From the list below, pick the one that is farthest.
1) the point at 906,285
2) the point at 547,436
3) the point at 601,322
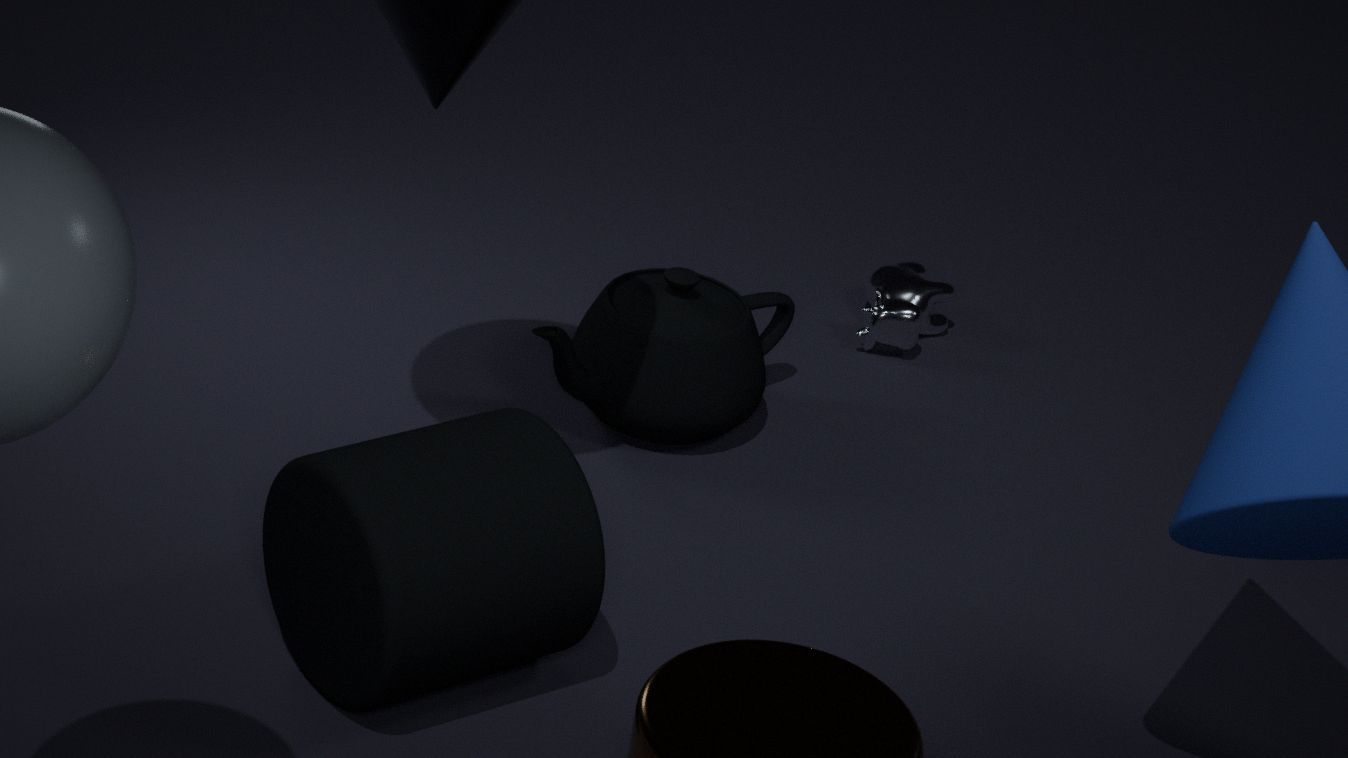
1. the point at 906,285
